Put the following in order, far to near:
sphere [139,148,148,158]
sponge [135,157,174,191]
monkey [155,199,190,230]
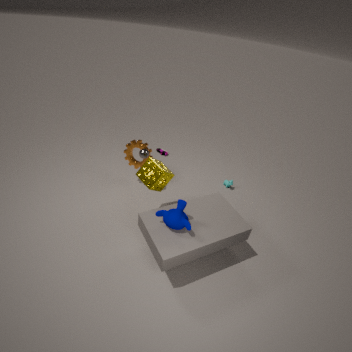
sphere [139,148,148,158] → sponge [135,157,174,191] → monkey [155,199,190,230]
